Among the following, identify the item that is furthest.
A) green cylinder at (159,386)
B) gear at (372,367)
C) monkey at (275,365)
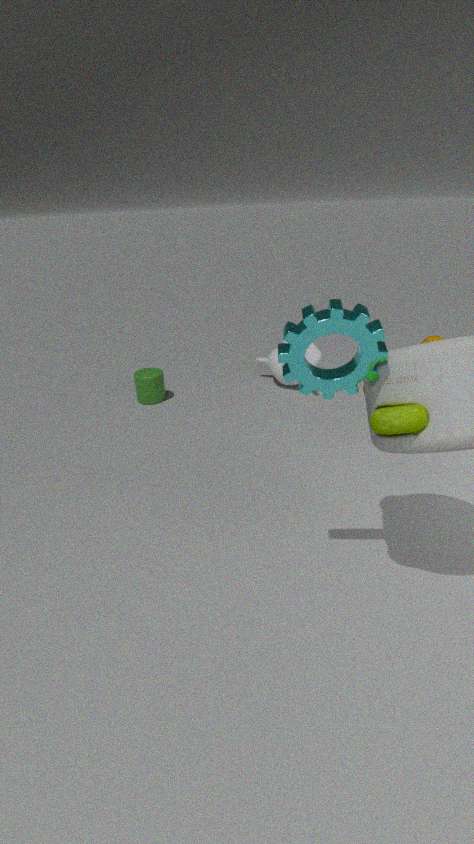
monkey at (275,365)
